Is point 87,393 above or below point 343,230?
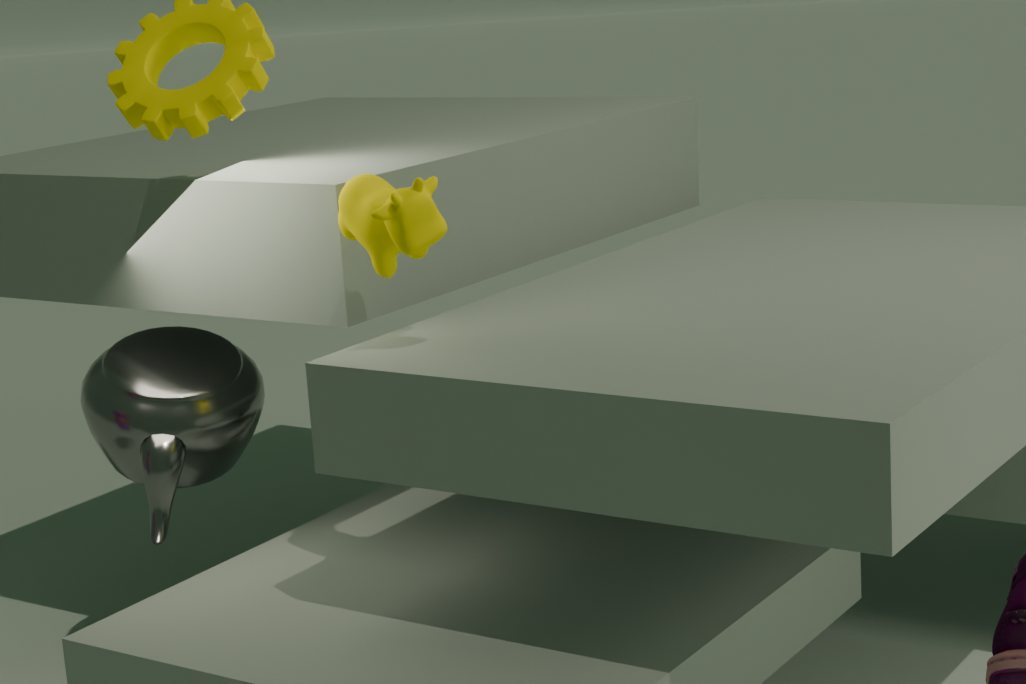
below
